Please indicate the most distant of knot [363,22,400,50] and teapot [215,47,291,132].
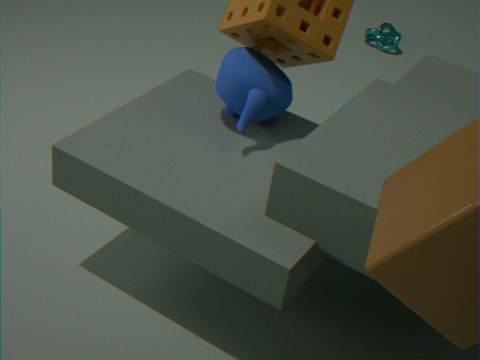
→ knot [363,22,400,50]
